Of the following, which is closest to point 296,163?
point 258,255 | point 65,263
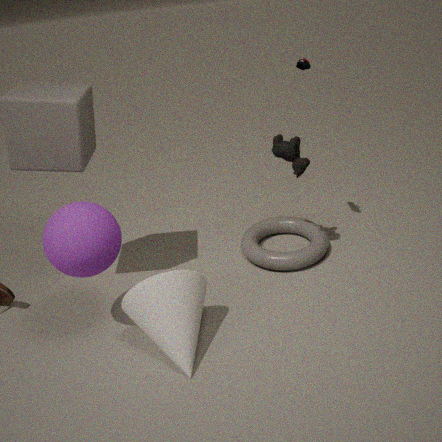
point 258,255
